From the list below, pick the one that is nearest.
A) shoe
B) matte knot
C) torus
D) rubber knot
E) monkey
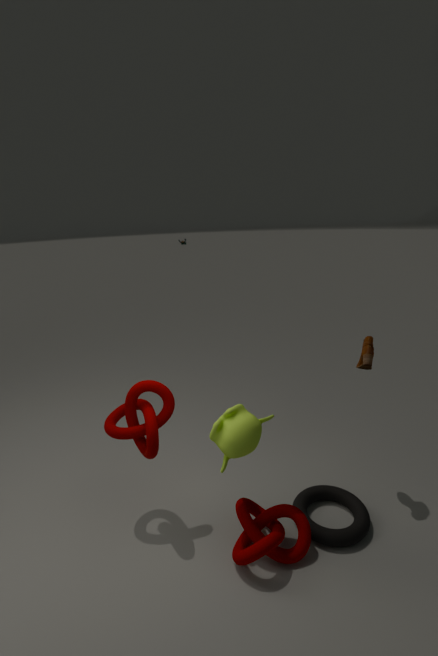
matte knot
